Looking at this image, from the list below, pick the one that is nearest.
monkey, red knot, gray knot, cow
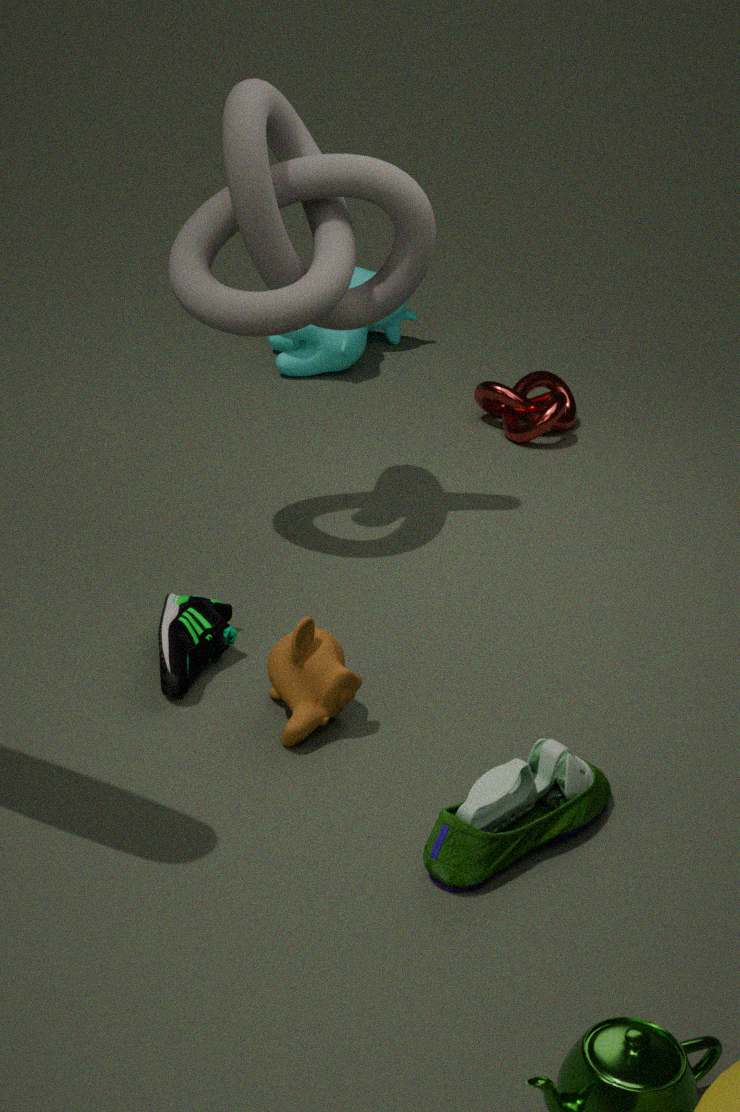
monkey
